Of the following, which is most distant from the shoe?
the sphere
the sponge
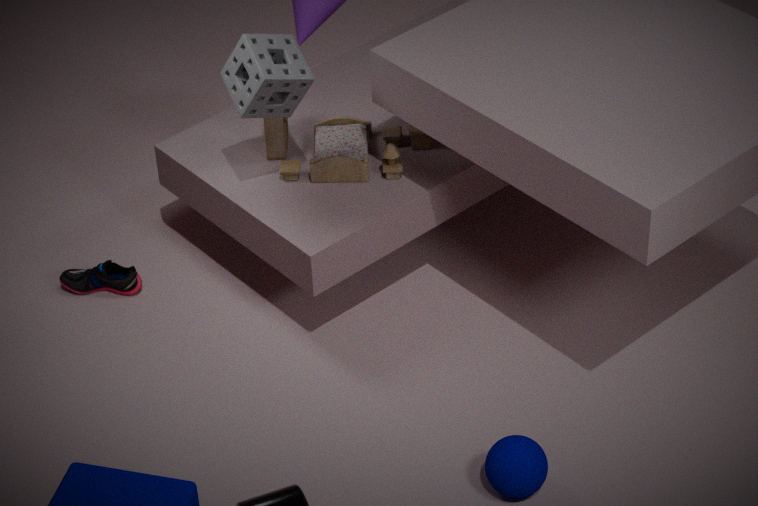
the sphere
